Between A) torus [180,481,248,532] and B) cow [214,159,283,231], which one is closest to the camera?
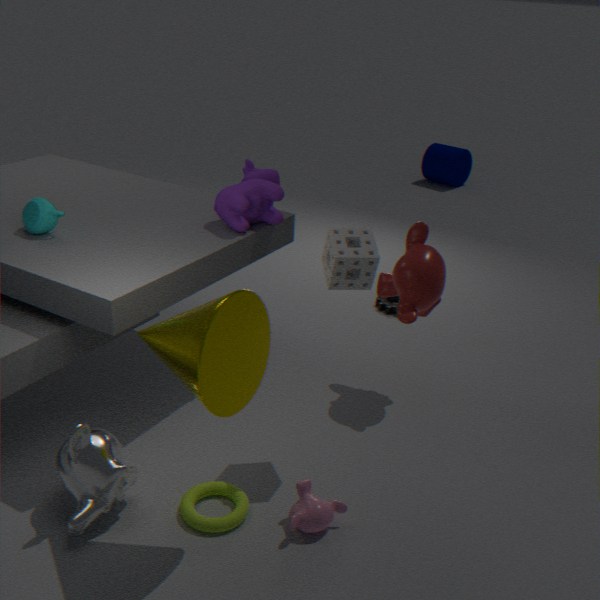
A. torus [180,481,248,532]
